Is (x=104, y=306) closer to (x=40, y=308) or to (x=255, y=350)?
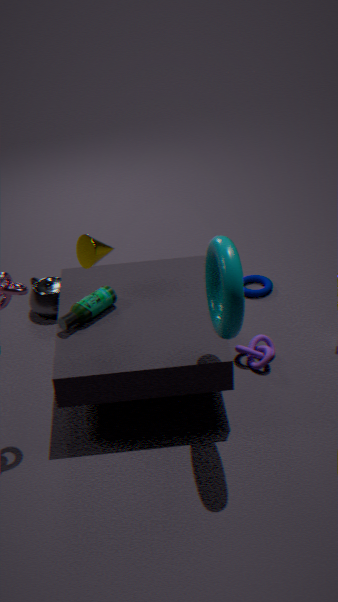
(x=40, y=308)
